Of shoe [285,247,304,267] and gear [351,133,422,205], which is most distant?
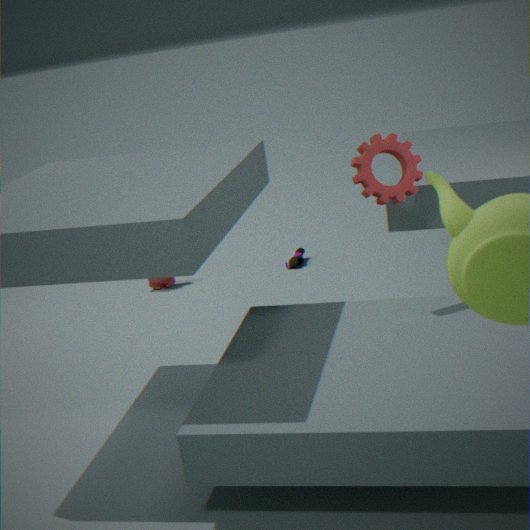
shoe [285,247,304,267]
